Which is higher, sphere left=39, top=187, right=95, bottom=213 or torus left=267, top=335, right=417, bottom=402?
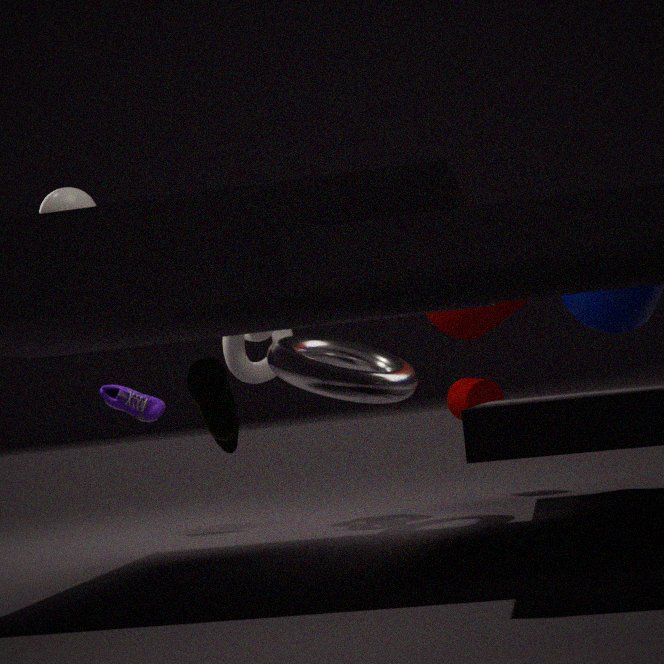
sphere left=39, top=187, right=95, bottom=213
